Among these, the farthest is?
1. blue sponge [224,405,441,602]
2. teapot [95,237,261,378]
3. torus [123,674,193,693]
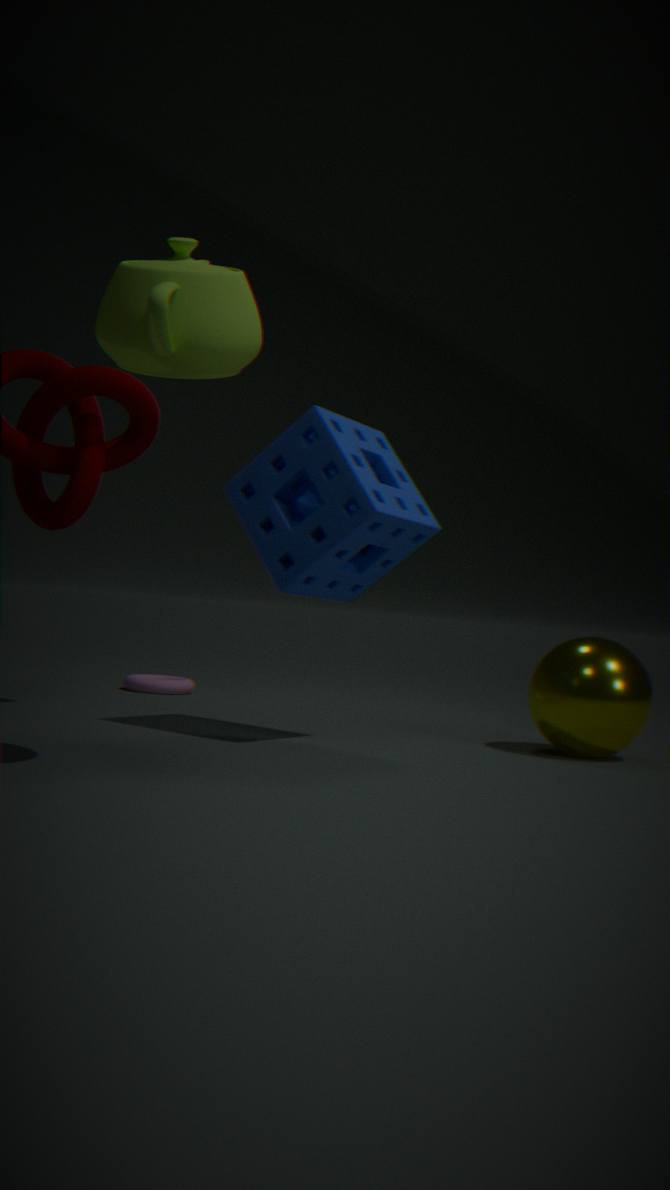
torus [123,674,193,693]
